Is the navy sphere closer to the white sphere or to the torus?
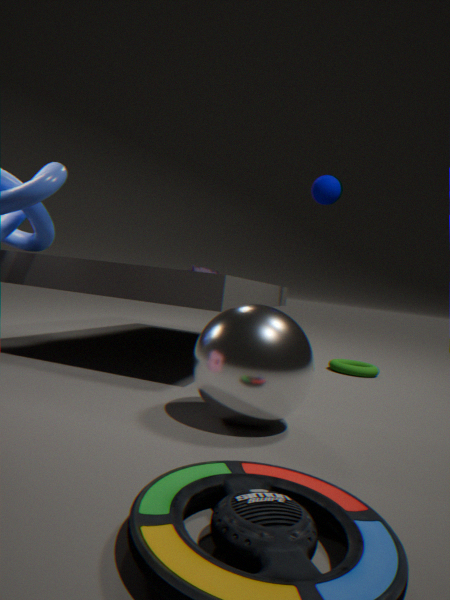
the torus
